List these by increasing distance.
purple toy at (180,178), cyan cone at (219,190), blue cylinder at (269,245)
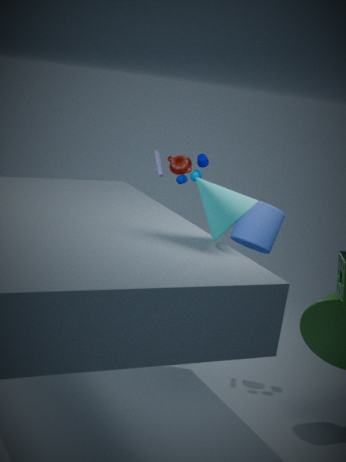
cyan cone at (219,190), blue cylinder at (269,245), purple toy at (180,178)
